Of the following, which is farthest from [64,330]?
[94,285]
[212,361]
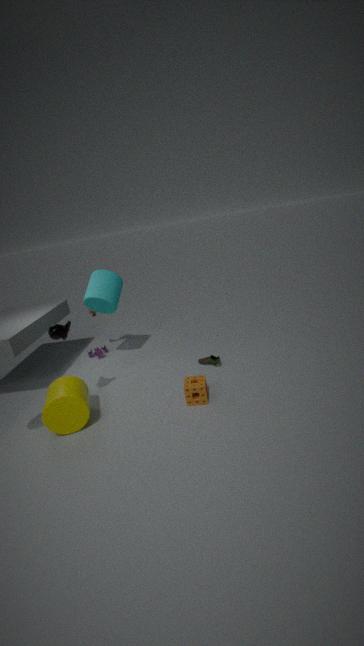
[212,361]
